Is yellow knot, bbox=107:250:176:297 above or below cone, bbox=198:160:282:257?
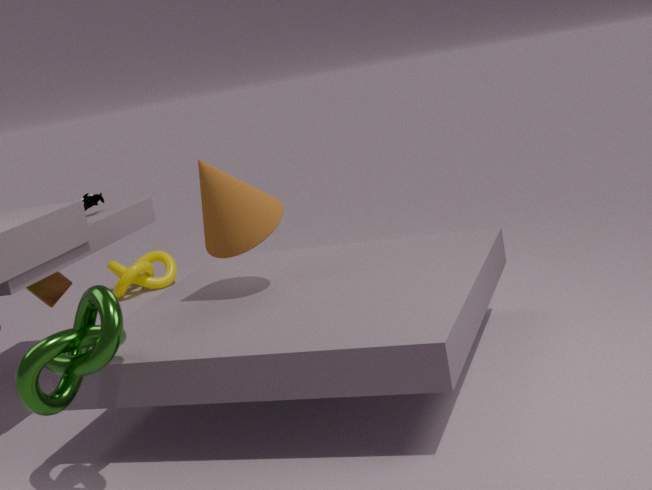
below
